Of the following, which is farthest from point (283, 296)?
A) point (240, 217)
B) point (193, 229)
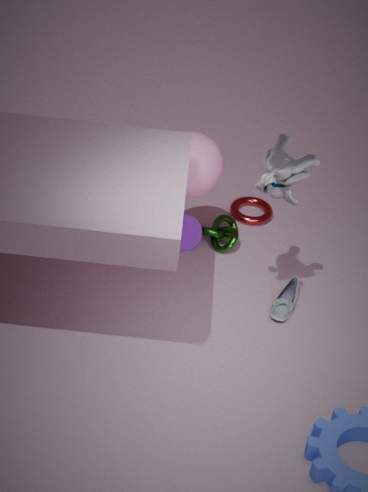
point (240, 217)
